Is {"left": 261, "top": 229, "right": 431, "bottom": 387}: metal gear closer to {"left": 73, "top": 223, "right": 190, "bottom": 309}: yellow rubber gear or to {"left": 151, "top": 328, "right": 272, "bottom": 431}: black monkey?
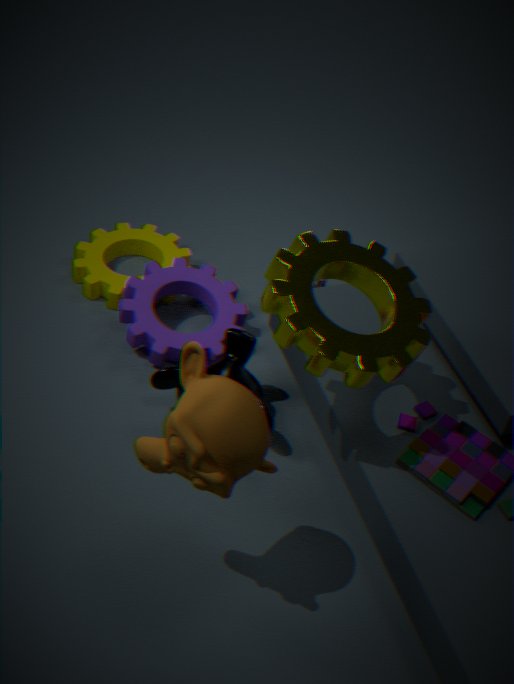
{"left": 151, "top": 328, "right": 272, "bottom": 431}: black monkey
